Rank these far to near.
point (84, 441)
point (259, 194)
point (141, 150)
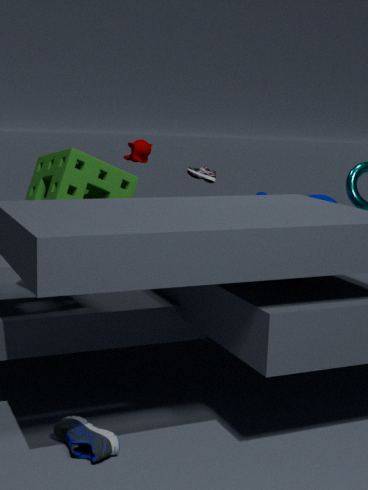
1. point (141, 150)
2. point (259, 194)
3. point (84, 441)
